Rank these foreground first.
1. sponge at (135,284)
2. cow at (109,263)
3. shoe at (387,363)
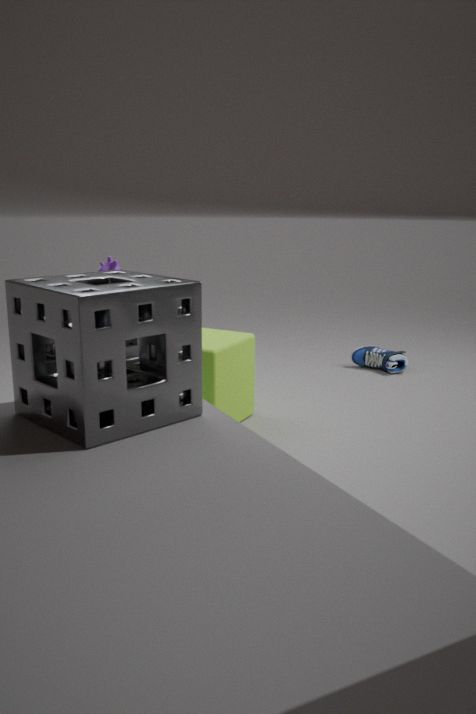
sponge at (135,284) < cow at (109,263) < shoe at (387,363)
